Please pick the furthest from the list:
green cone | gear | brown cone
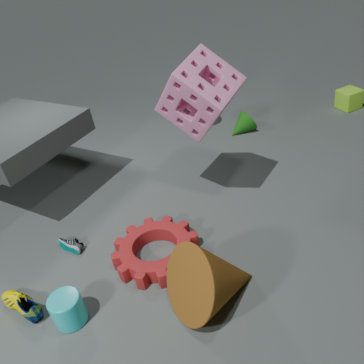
green cone
